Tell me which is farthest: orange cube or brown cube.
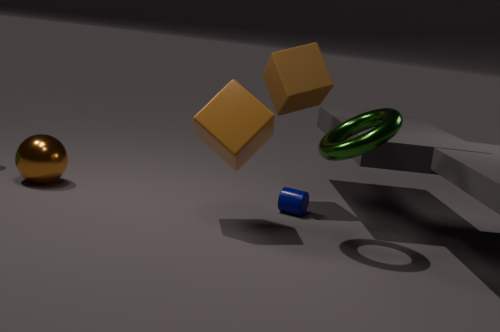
brown cube
